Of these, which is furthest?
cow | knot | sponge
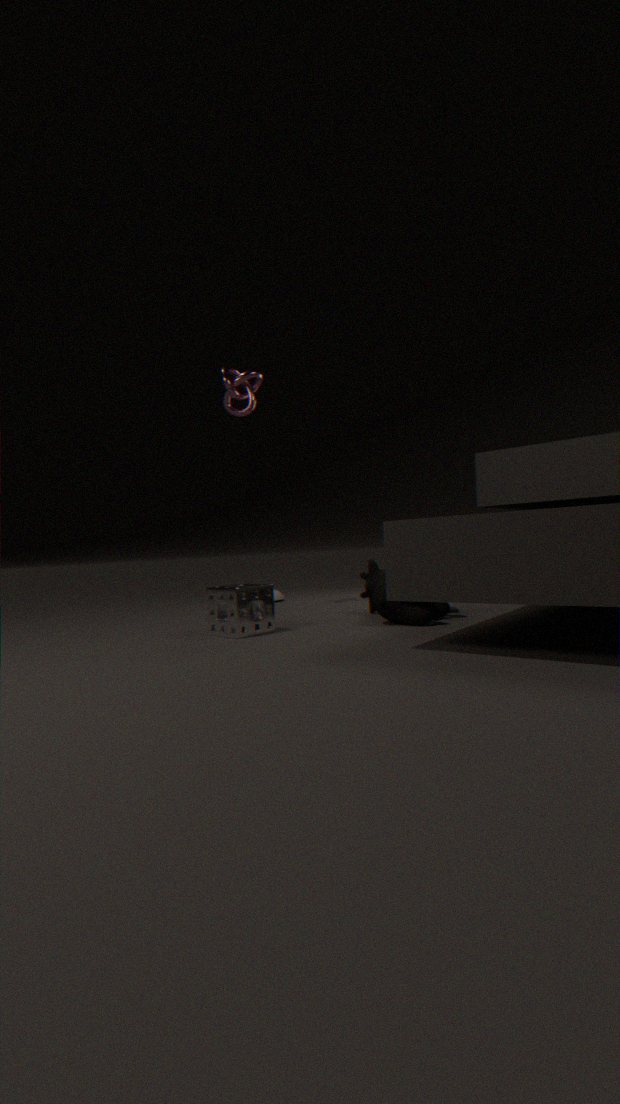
knot
